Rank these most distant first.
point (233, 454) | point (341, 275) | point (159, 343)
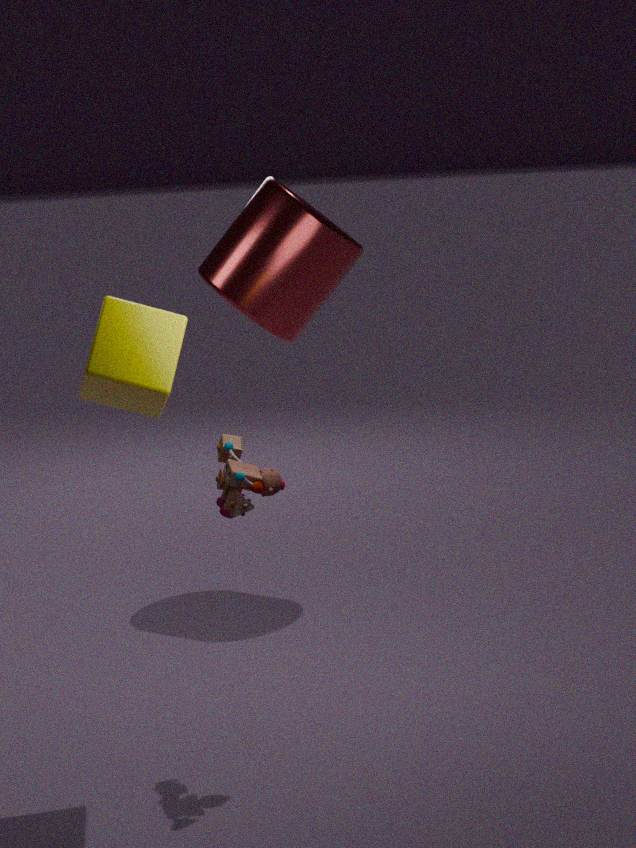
point (341, 275) → point (233, 454) → point (159, 343)
